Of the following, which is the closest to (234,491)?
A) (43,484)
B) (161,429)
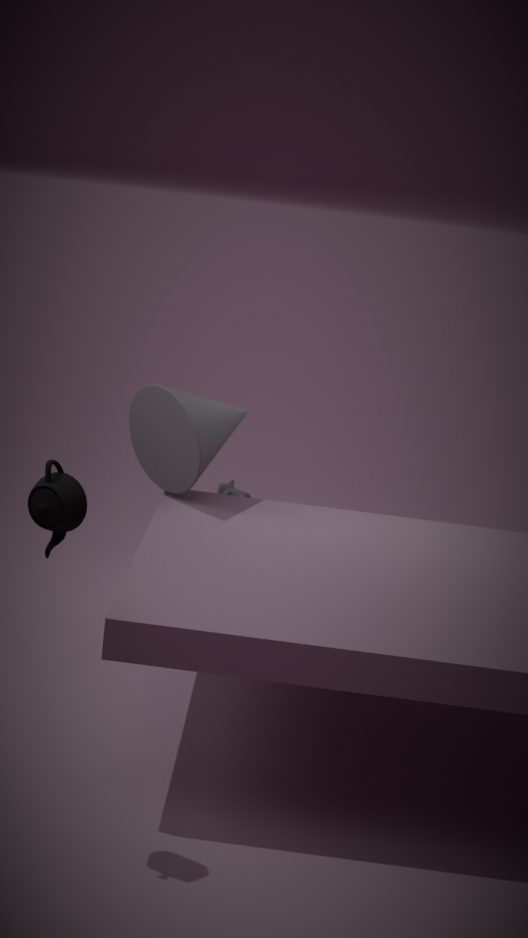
(161,429)
